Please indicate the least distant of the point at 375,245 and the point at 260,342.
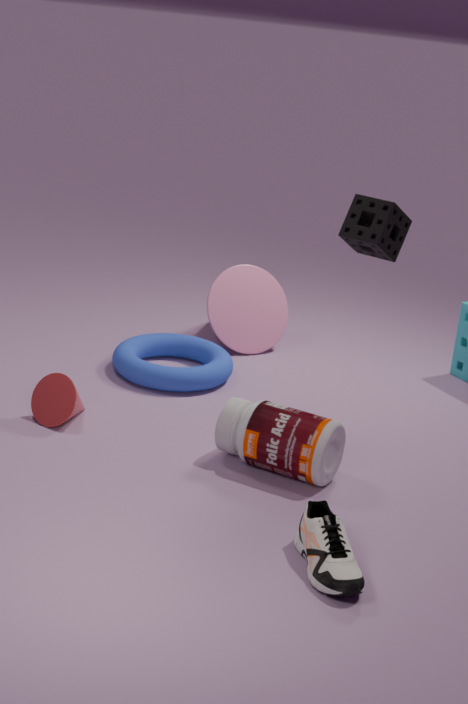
the point at 375,245
